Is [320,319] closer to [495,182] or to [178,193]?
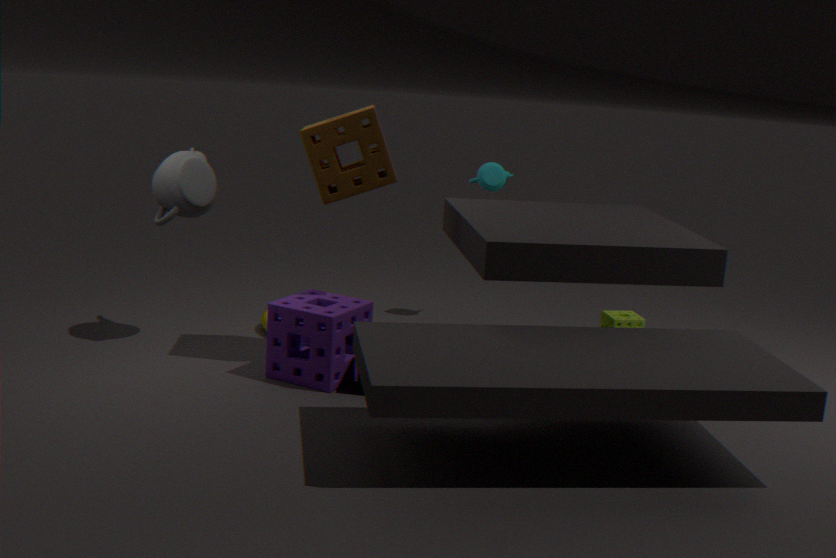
[178,193]
